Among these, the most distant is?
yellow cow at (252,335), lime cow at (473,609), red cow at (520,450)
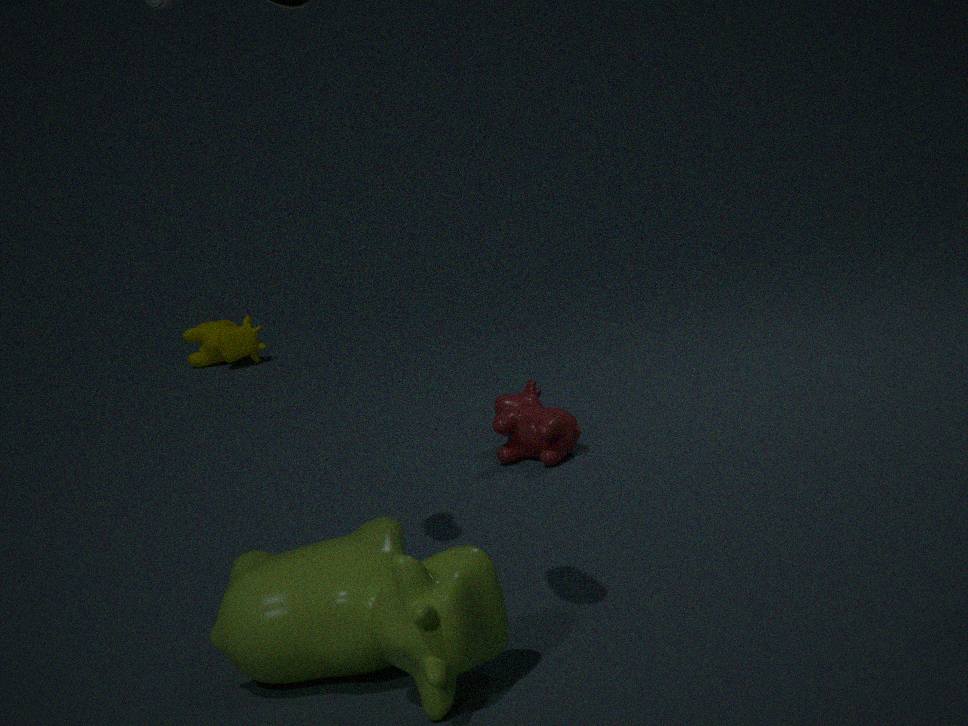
yellow cow at (252,335)
